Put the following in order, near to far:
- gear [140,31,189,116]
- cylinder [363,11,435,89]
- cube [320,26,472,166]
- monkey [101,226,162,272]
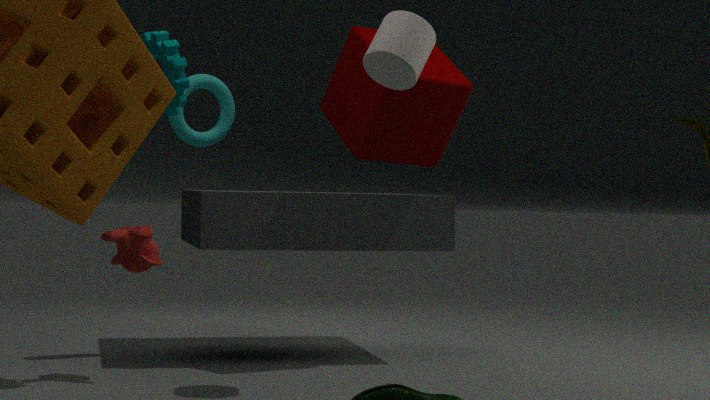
cylinder [363,11,435,89] → gear [140,31,189,116] → monkey [101,226,162,272] → cube [320,26,472,166]
